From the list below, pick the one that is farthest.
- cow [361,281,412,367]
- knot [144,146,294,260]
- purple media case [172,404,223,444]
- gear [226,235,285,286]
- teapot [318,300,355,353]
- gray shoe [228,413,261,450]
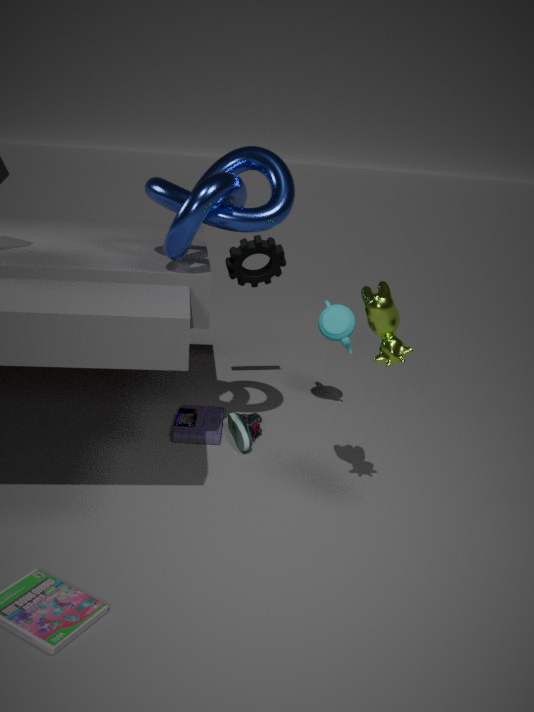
gear [226,235,285,286]
